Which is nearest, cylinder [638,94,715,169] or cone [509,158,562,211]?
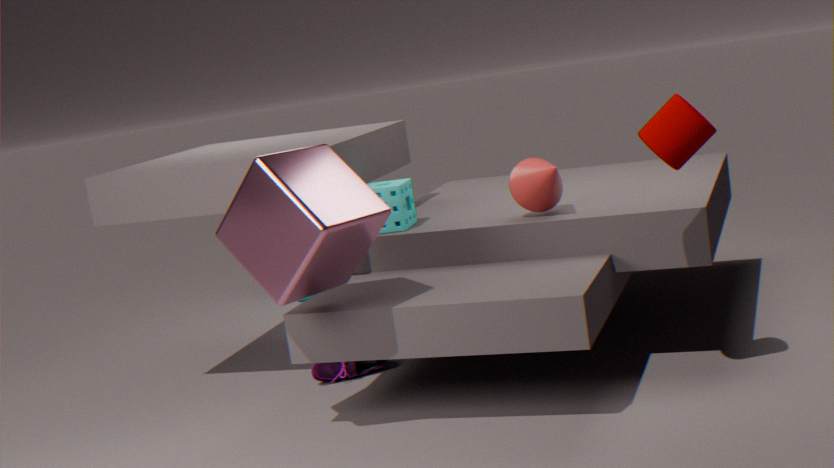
cylinder [638,94,715,169]
